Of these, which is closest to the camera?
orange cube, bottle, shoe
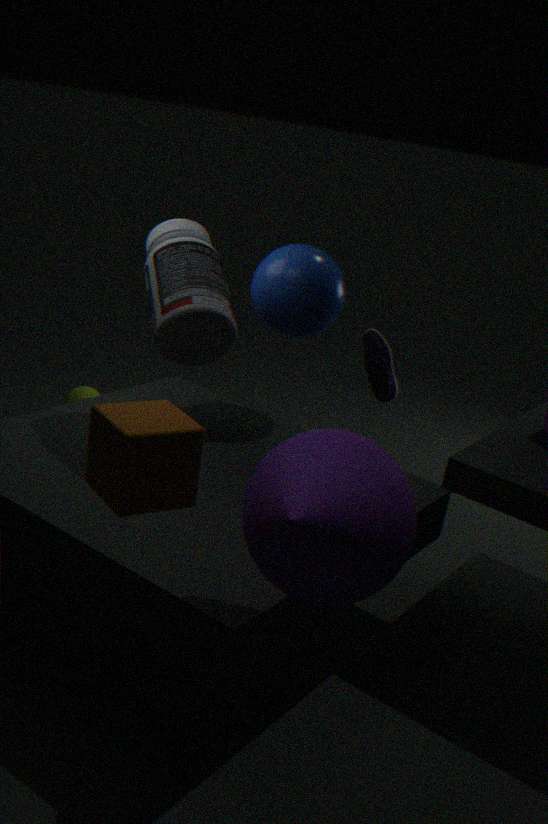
orange cube
